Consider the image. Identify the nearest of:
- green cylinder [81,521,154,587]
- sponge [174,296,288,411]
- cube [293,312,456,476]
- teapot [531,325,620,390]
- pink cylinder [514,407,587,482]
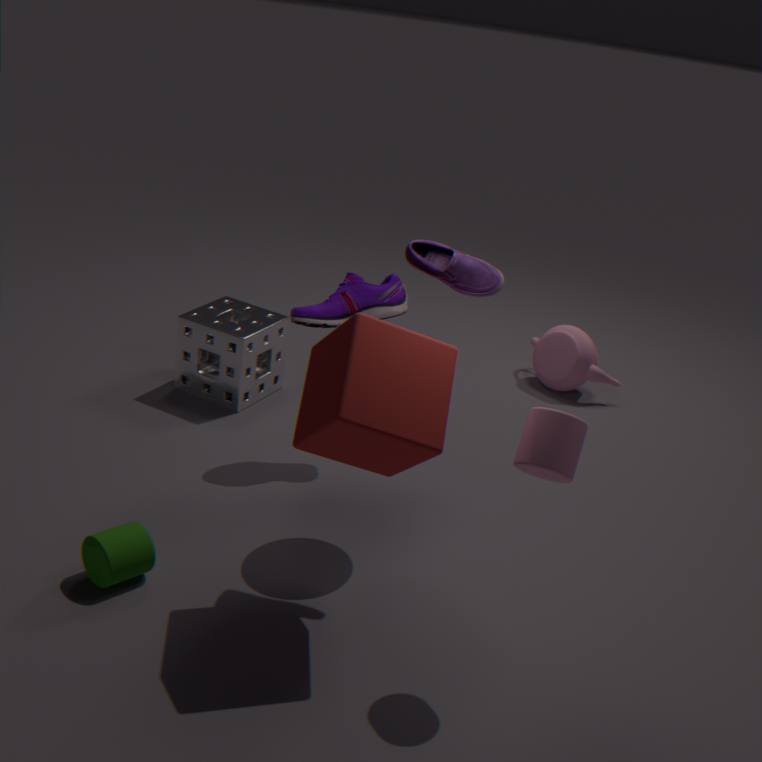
pink cylinder [514,407,587,482]
